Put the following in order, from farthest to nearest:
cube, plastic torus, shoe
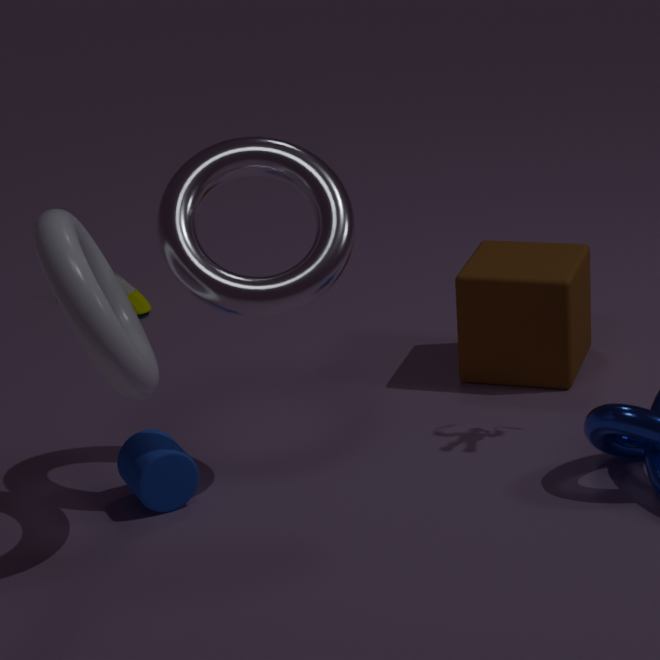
shoe < cube < plastic torus
